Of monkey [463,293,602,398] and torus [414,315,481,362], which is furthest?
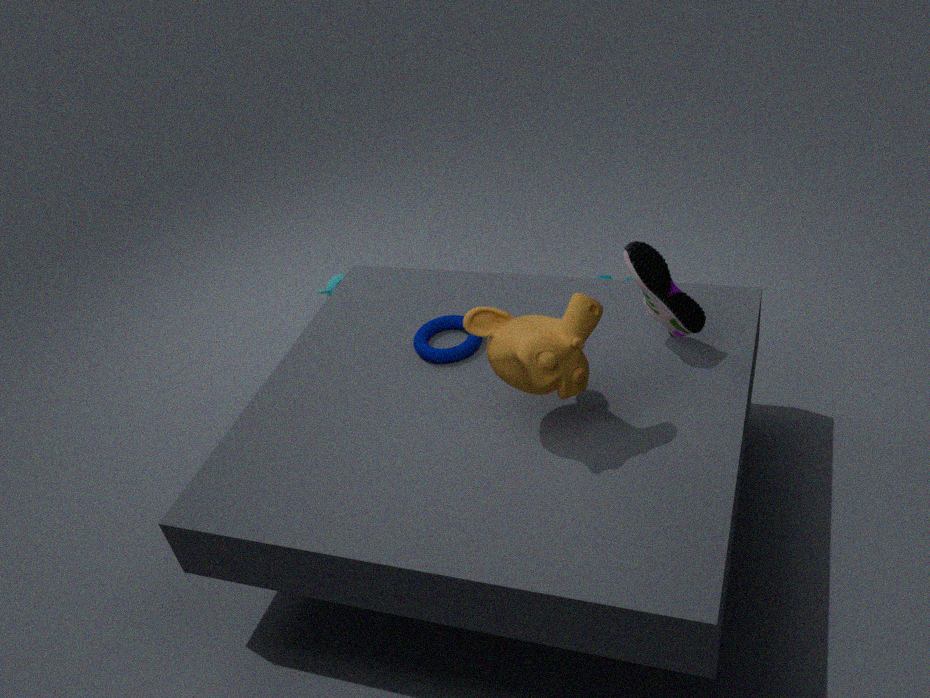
torus [414,315,481,362]
